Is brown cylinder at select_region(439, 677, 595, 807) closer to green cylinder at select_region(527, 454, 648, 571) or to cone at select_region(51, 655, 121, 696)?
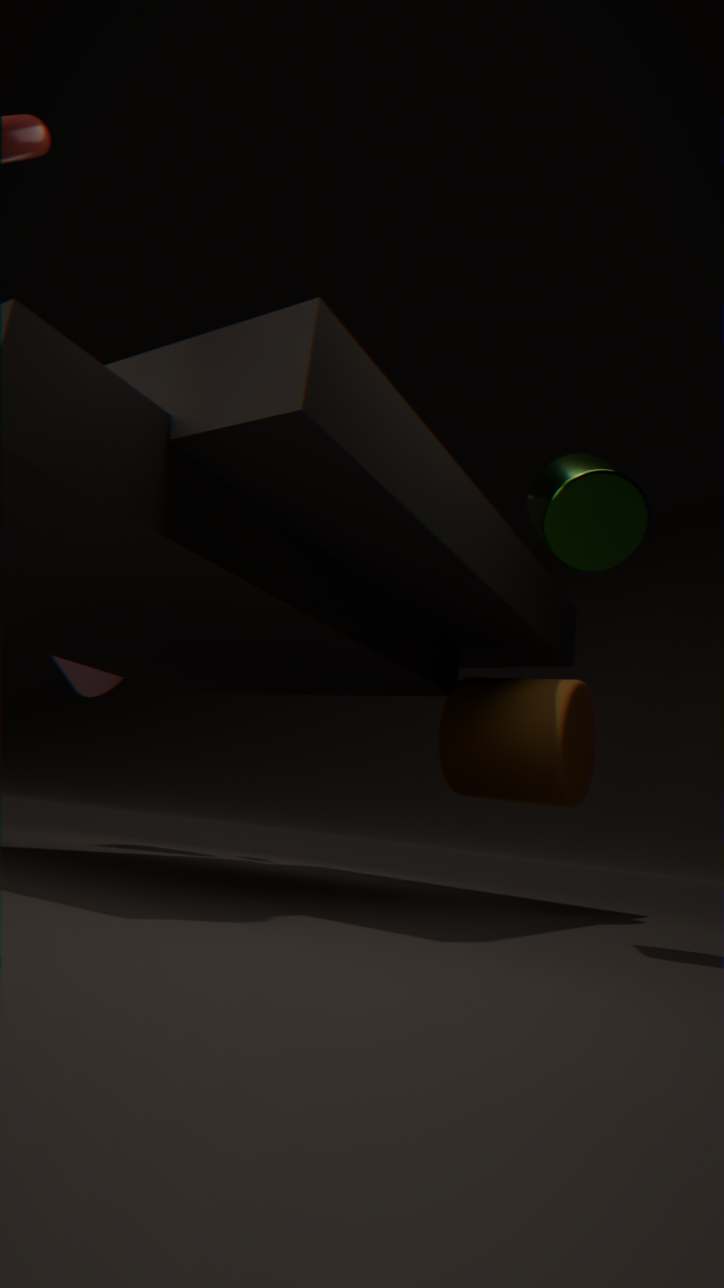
green cylinder at select_region(527, 454, 648, 571)
